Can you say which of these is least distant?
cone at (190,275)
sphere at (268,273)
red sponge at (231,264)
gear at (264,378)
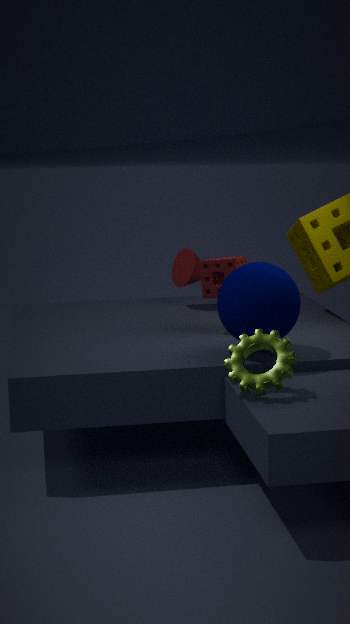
gear at (264,378)
